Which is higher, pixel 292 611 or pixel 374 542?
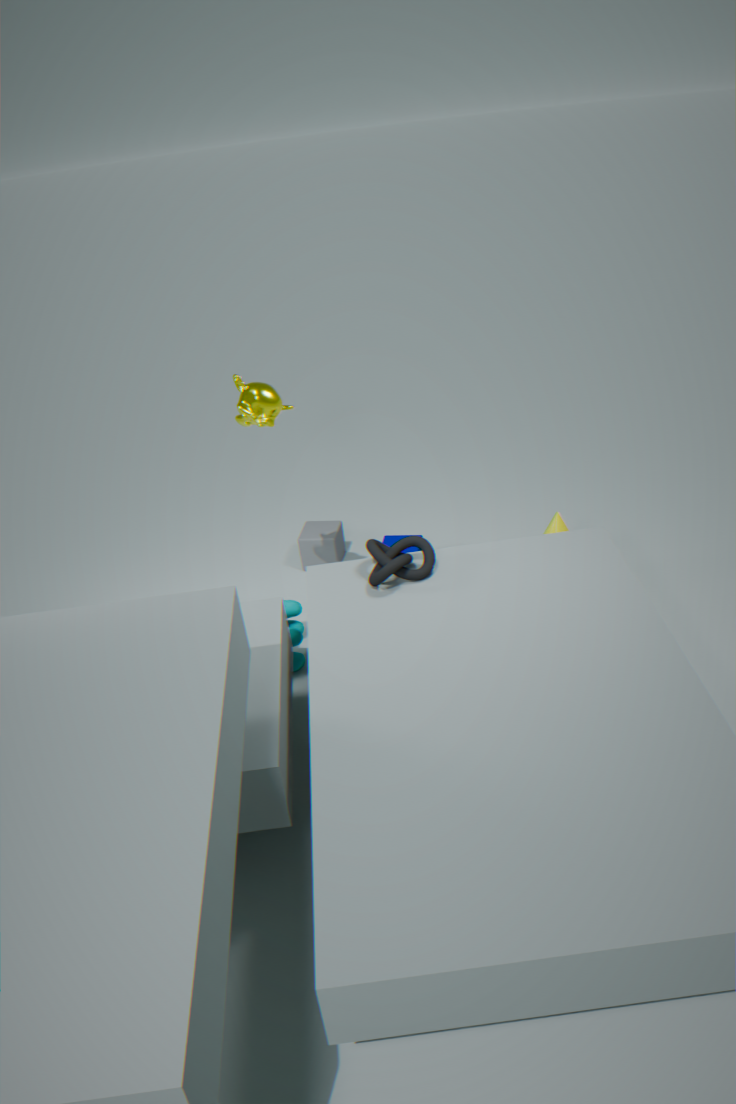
pixel 374 542
